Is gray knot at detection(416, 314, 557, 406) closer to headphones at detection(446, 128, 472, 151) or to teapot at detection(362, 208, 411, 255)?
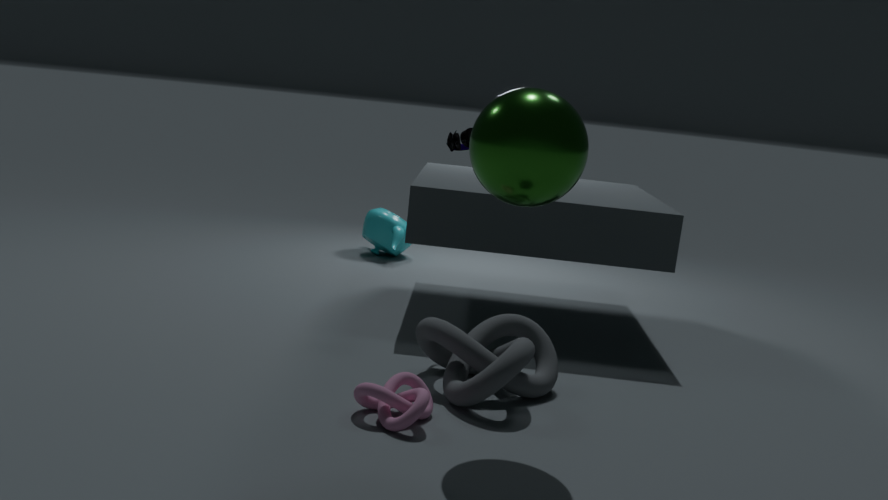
headphones at detection(446, 128, 472, 151)
